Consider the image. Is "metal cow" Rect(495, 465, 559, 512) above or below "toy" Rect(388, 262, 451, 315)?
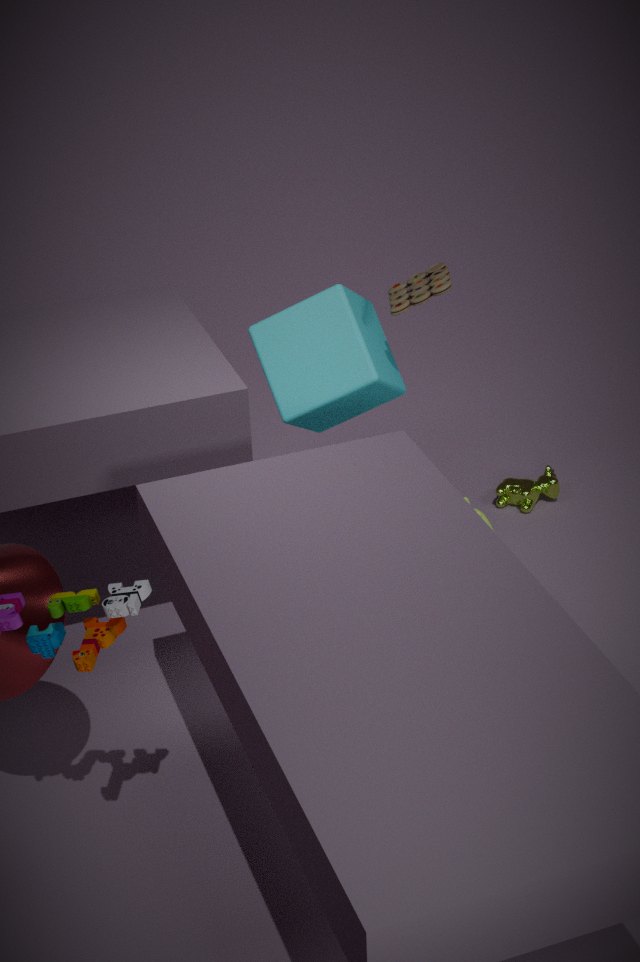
below
